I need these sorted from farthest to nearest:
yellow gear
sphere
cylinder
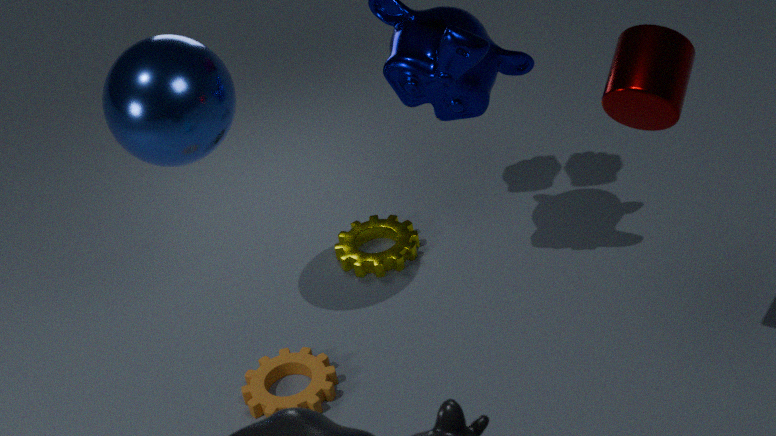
yellow gear, sphere, cylinder
